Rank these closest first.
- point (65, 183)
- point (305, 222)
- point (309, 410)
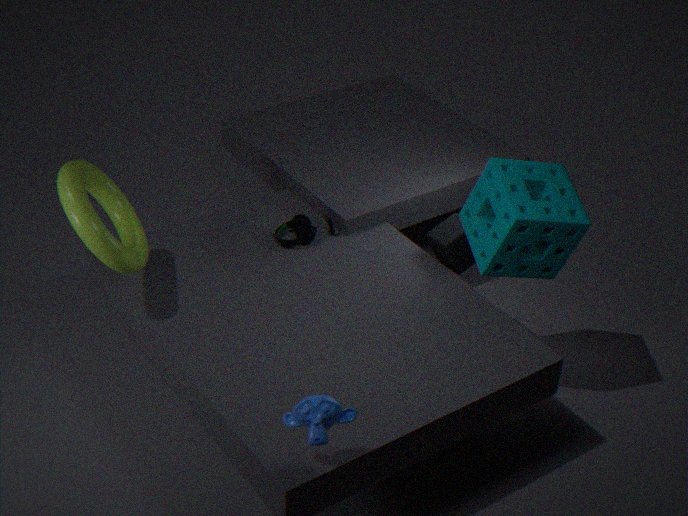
1. point (309, 410)
2. point (65, 183)
3. point (305, 222)
